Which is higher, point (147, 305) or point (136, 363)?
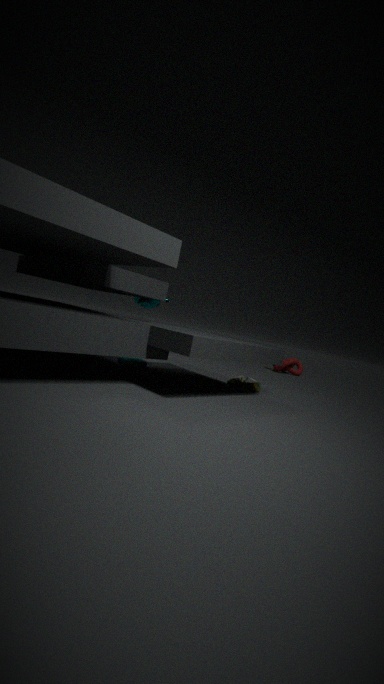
point (147, 305)
